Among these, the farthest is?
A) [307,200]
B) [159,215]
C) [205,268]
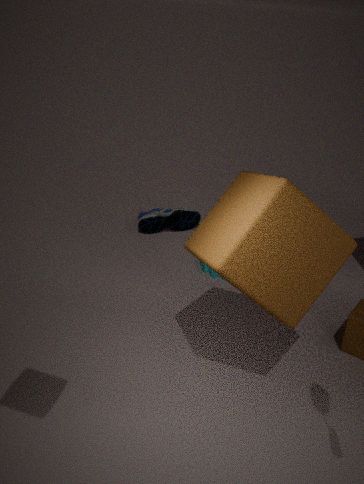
[159,215]
